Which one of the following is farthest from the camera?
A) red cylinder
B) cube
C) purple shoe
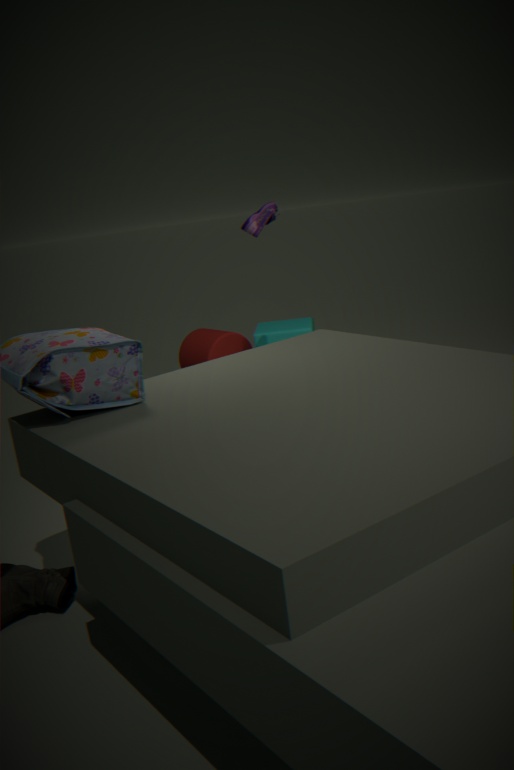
red cylinder
